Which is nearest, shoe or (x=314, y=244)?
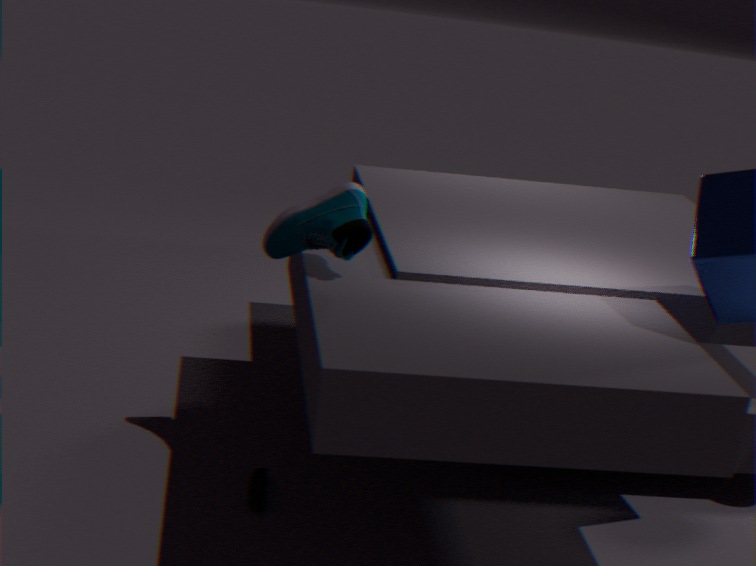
shoe
